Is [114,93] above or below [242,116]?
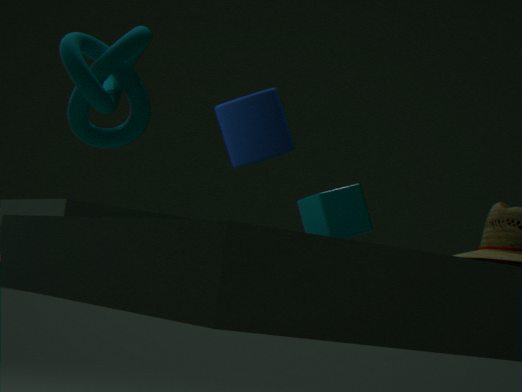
below
